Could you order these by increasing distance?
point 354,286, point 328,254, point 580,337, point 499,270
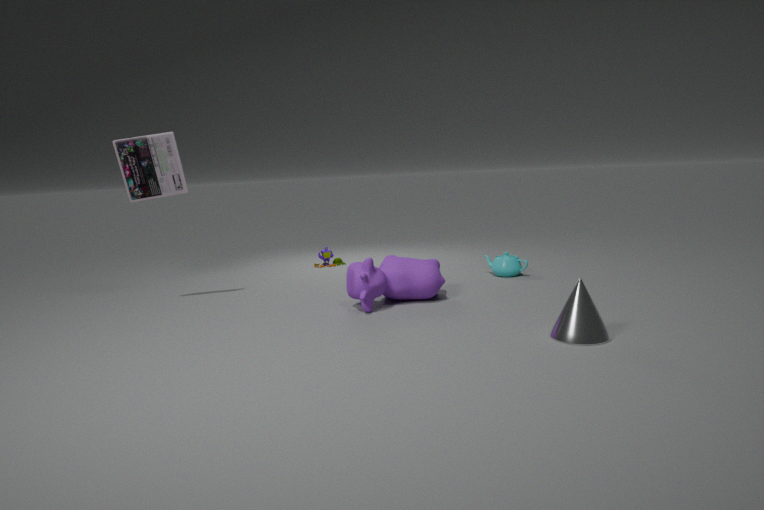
point 580,337 → point 354,286 → point 499,270 → point 328,254
